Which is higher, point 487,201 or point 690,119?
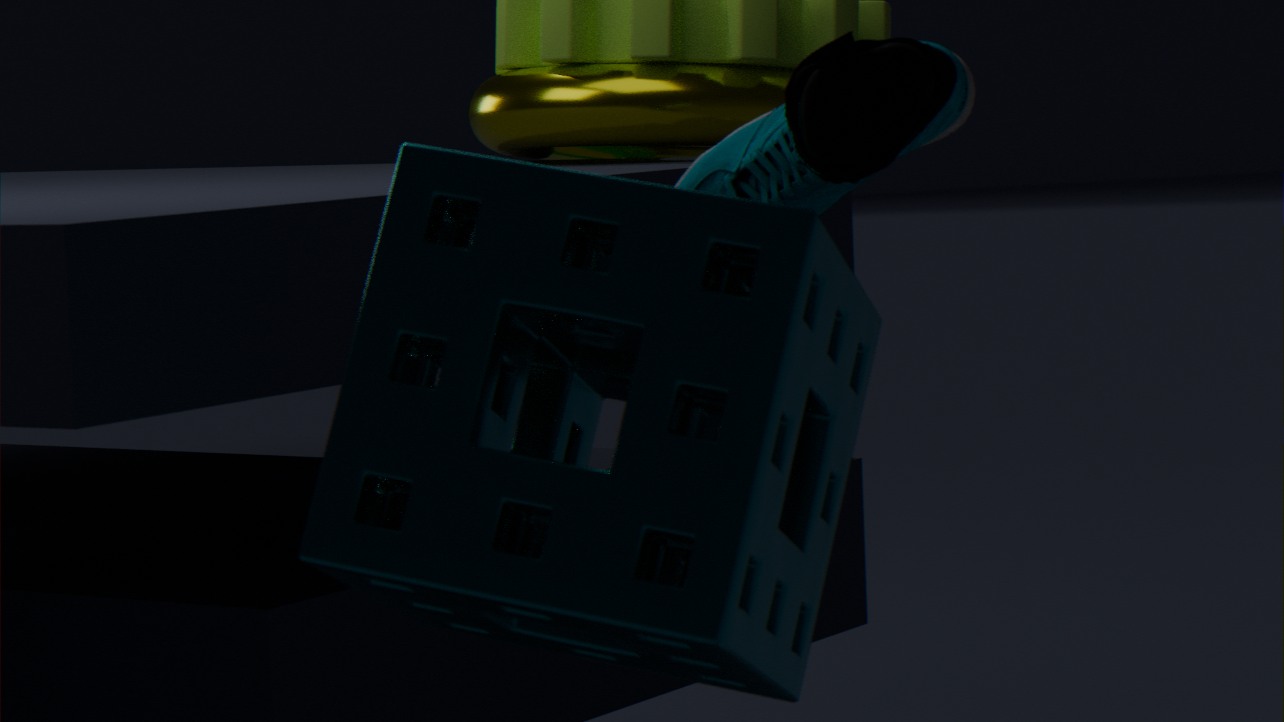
point 690,119
